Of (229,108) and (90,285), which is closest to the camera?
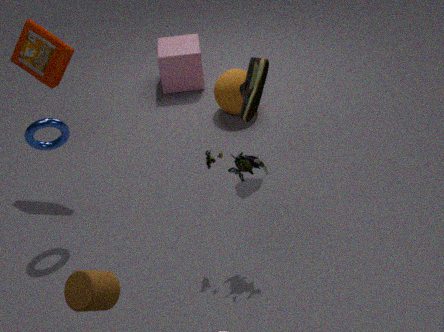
(90,285)
